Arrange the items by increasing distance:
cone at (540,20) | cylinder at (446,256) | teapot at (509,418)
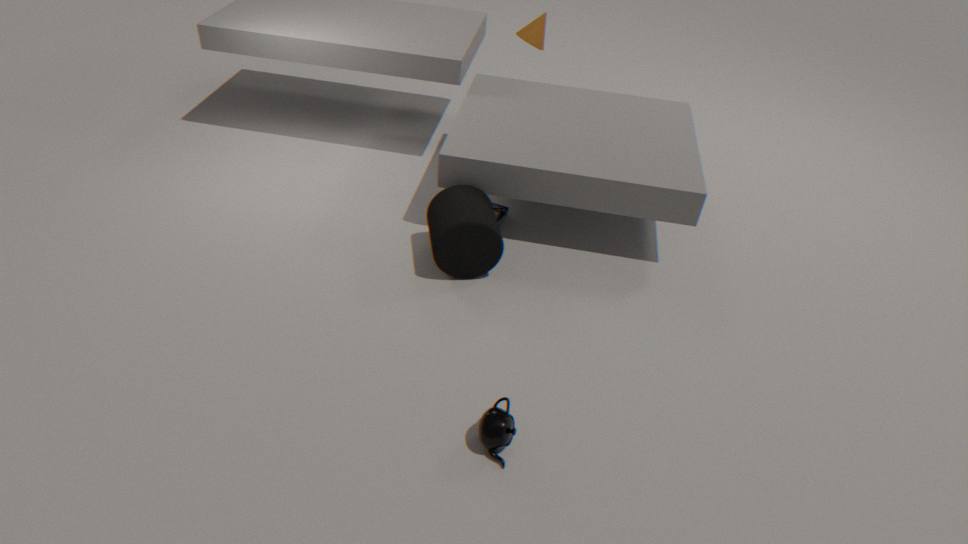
teapot at (509,418), cylinder at (446,256), cone at (540,20)
